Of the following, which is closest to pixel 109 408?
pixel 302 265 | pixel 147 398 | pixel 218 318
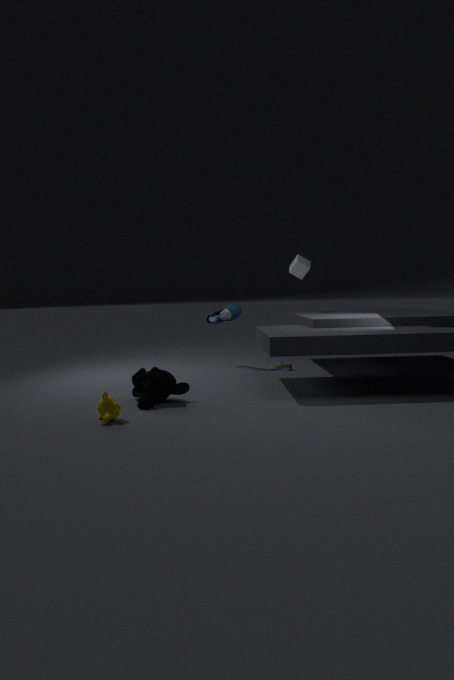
pixel 147 398
